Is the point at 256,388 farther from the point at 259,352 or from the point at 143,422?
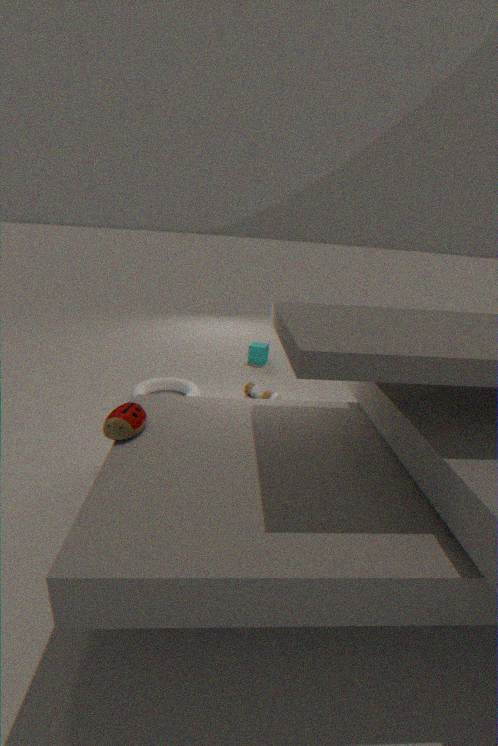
the point at 143,422
